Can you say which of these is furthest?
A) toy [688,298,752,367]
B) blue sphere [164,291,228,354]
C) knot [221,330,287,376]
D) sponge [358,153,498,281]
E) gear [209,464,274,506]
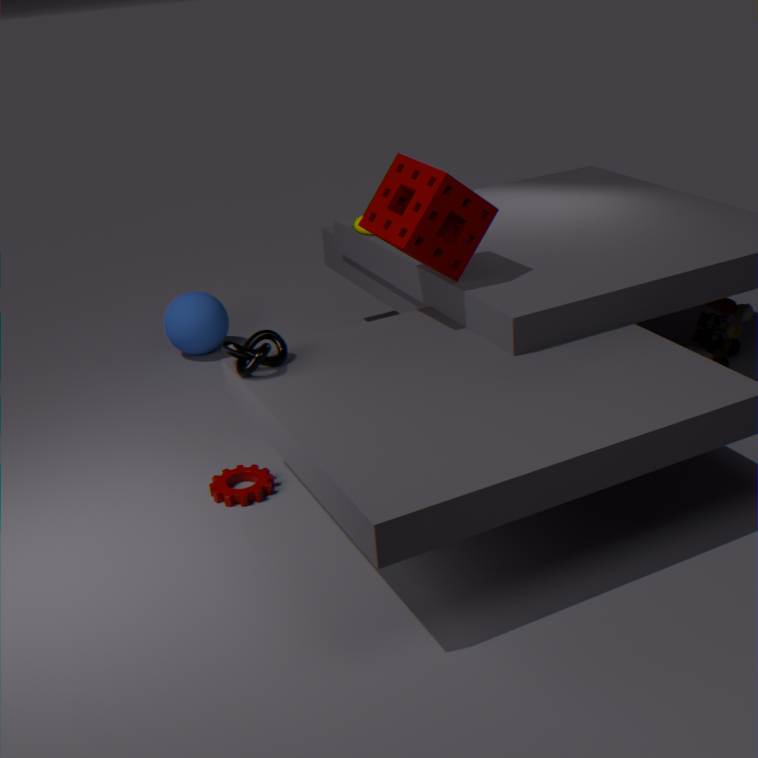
blue sphere [164,291,228,354]
